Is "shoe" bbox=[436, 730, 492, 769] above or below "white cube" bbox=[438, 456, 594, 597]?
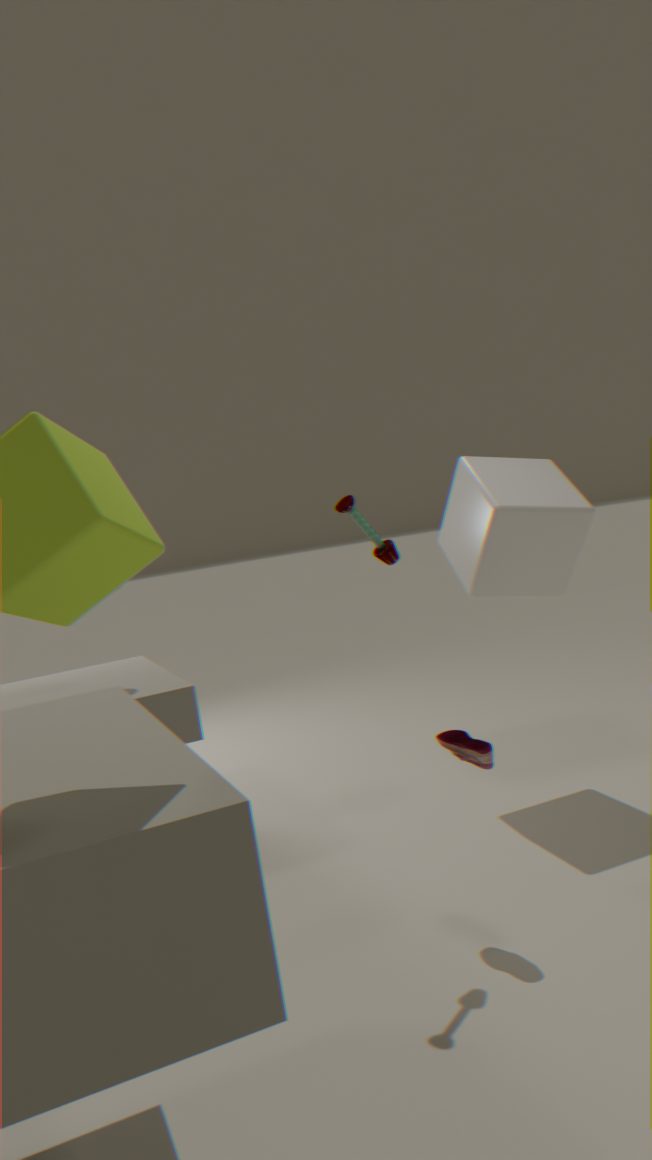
below
